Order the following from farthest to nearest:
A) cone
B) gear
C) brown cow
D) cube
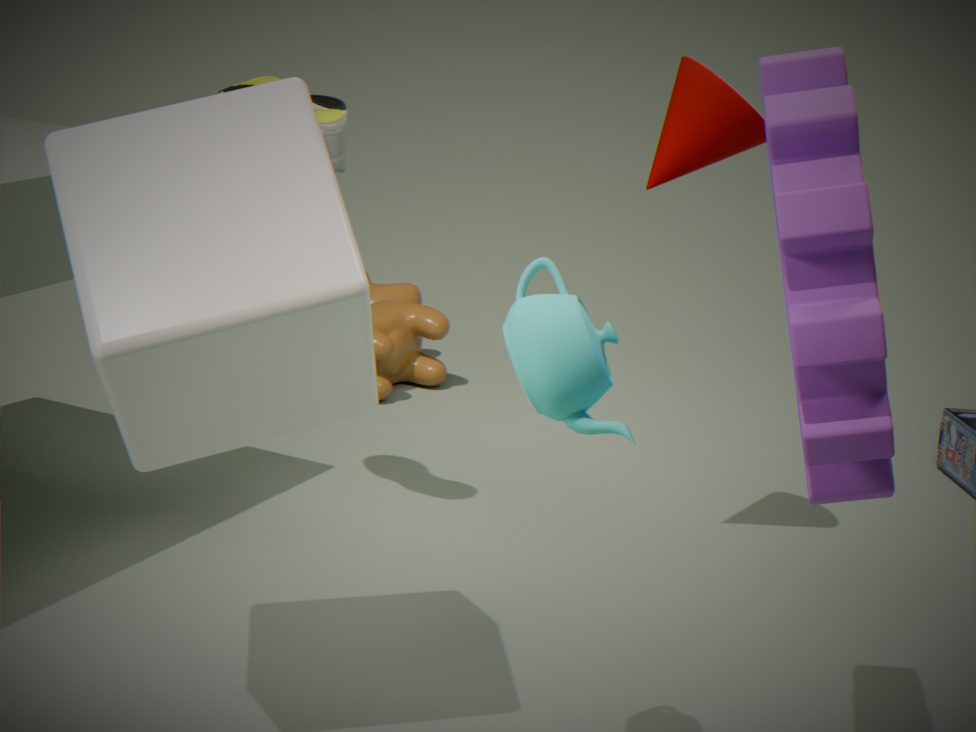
brown cow, cone, cube, gear
